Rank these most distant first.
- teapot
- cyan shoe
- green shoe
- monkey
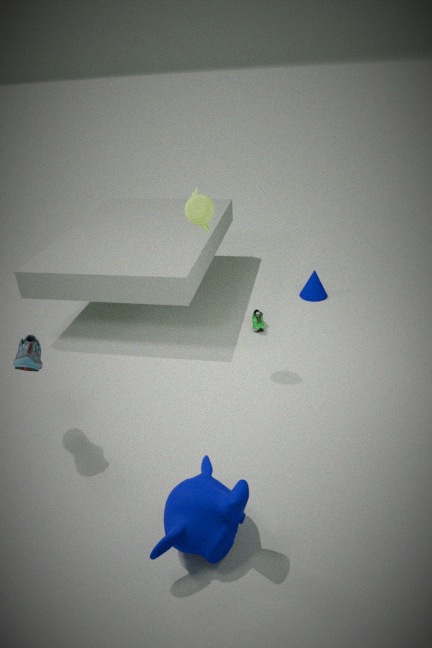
1. green shoe
2. teapot
3. cyan shoe
4. monkey
